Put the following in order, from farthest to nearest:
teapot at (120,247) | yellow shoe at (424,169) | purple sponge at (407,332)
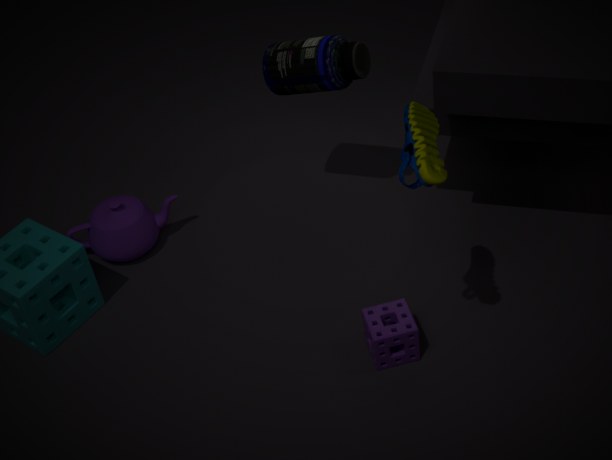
teapot at (120,247)
purple sponge at (407,332)
yellow shoe at (424,169)
